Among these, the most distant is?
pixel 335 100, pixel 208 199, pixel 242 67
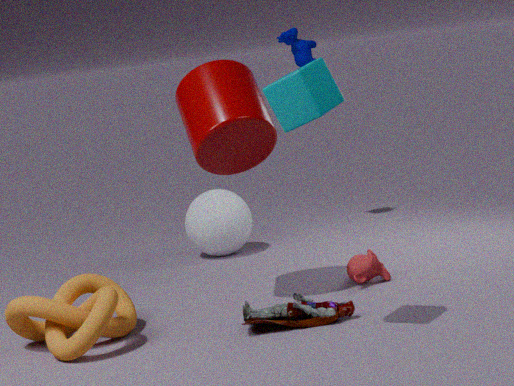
pixel 208 199
